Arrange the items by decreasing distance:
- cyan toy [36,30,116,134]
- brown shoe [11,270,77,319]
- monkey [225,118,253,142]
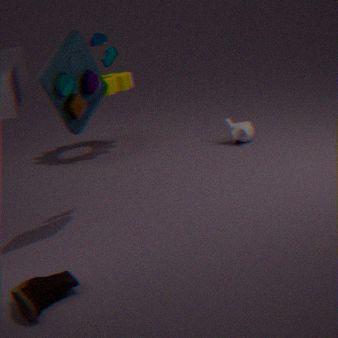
monkey [225,118,253,142] < cyan toy [36,30,116,134] < brown shoe [11,270,77,319]
